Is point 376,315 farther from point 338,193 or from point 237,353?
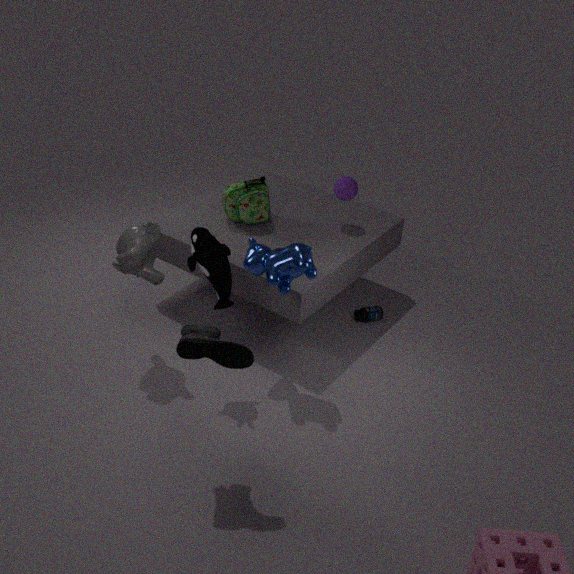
point 237,353
